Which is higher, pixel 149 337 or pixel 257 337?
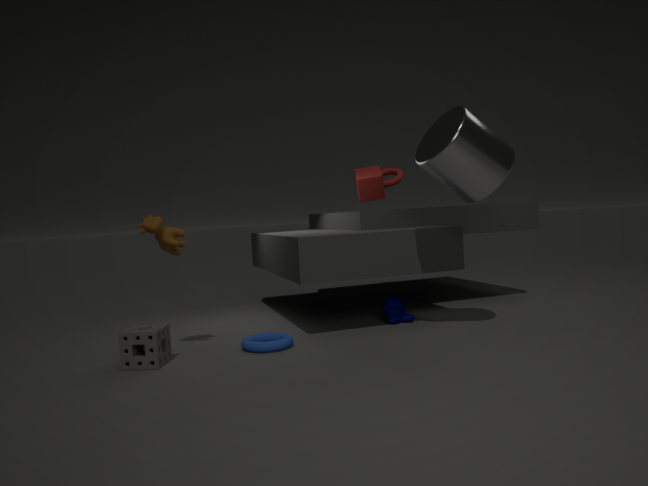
Answer: pixel 149 337
